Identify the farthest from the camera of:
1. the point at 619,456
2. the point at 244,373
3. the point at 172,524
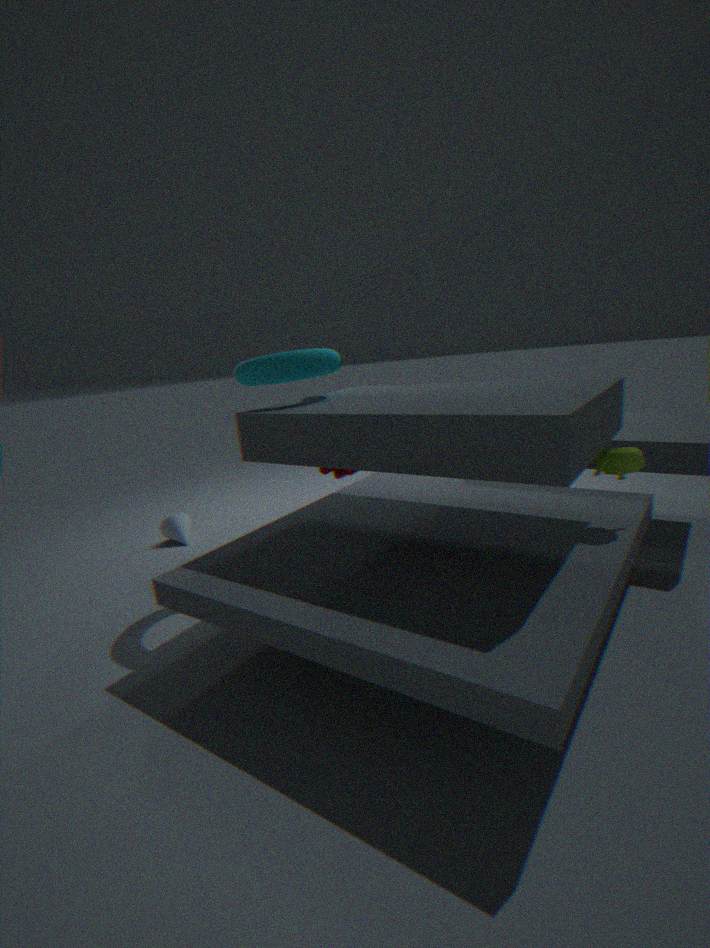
the point at 172,524
